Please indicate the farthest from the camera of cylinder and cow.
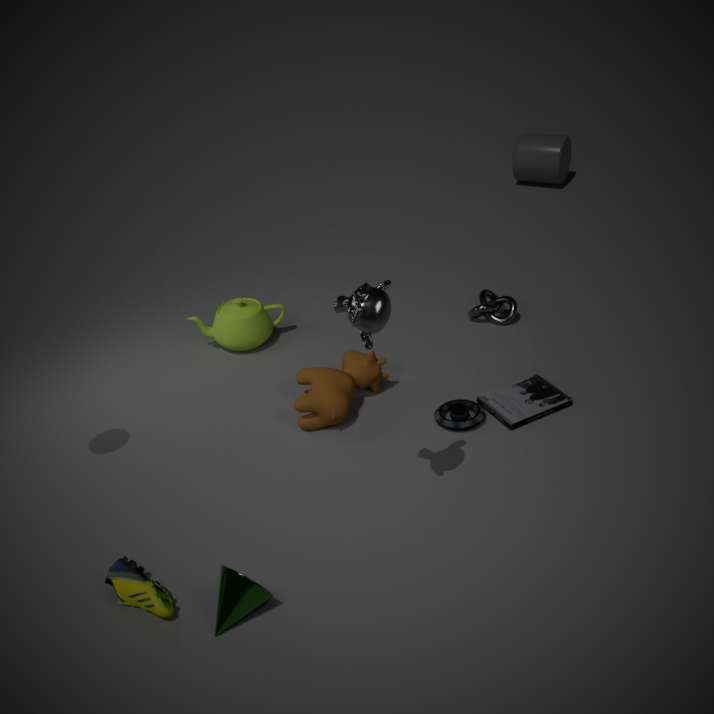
cylinder
